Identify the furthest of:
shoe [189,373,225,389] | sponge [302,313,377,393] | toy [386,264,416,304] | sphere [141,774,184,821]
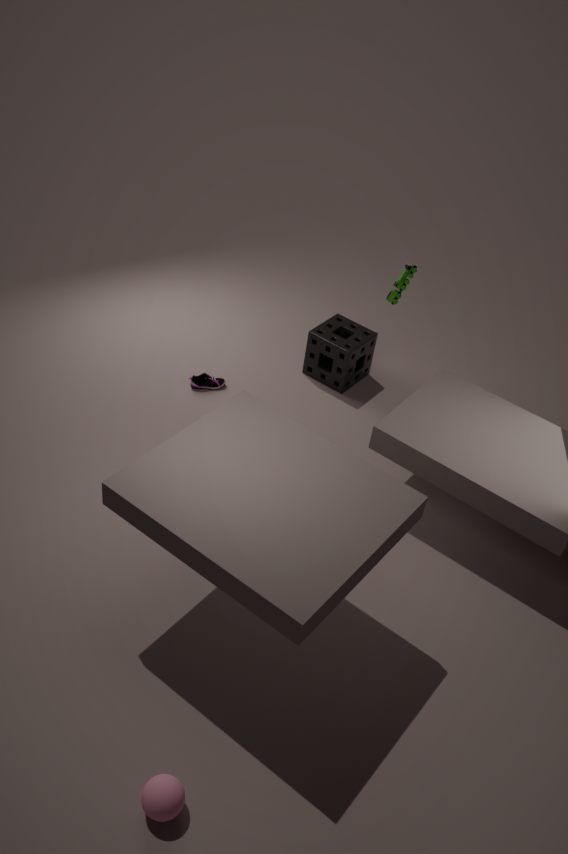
sponge [302,313,377,393]
